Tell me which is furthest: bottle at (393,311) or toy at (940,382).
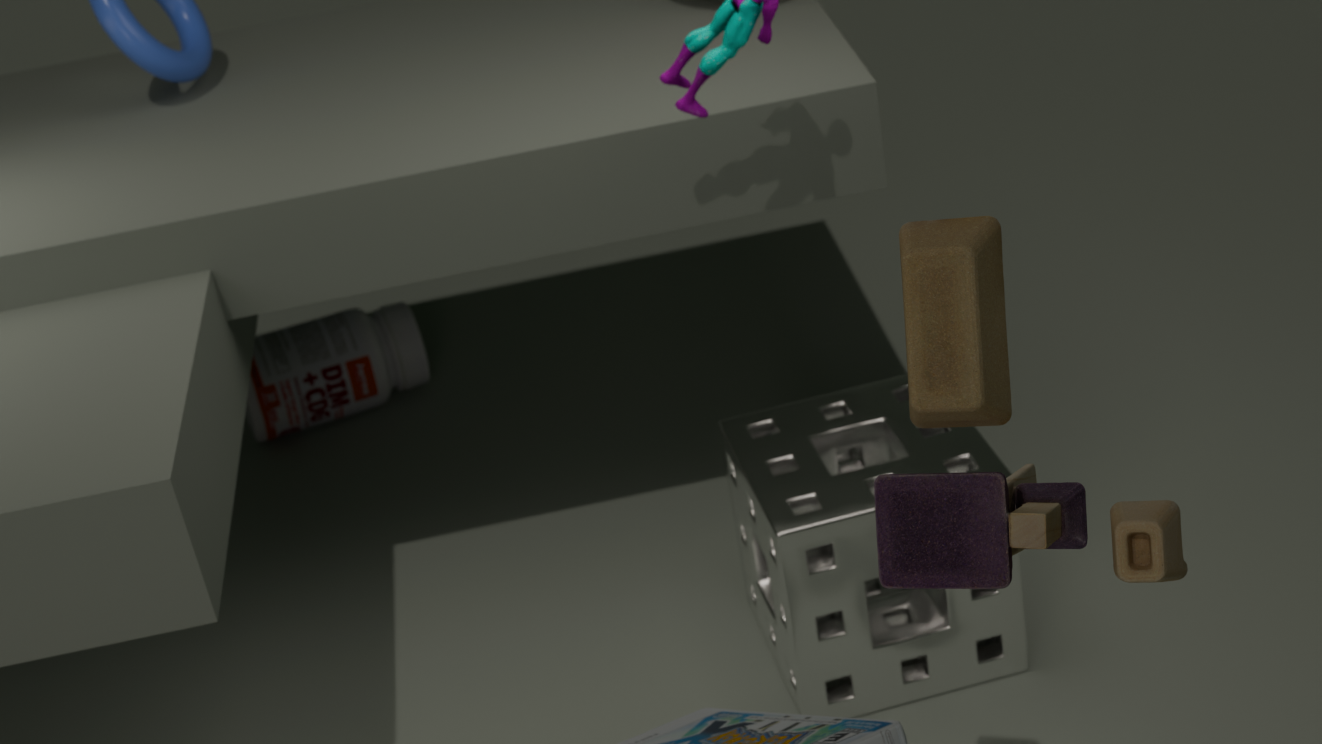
bottle at (393,311)
